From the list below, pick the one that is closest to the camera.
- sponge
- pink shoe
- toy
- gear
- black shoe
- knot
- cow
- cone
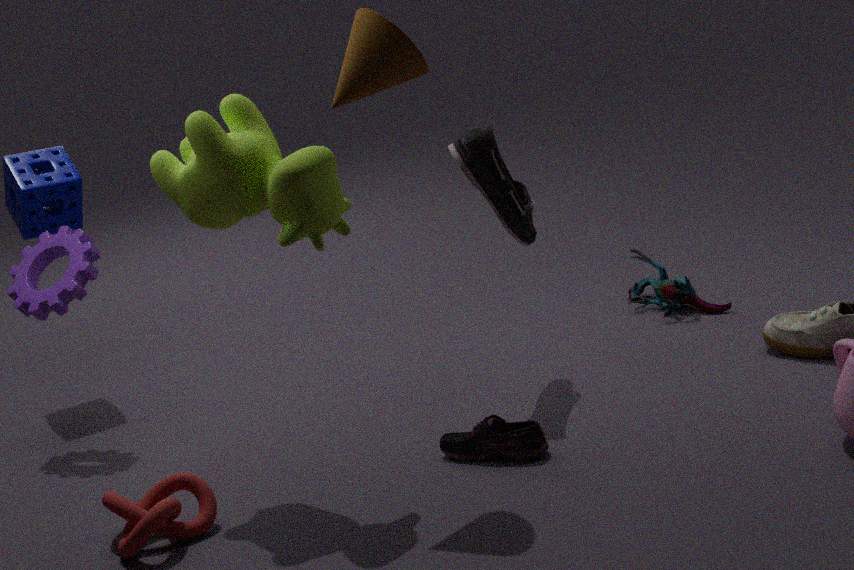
cone
